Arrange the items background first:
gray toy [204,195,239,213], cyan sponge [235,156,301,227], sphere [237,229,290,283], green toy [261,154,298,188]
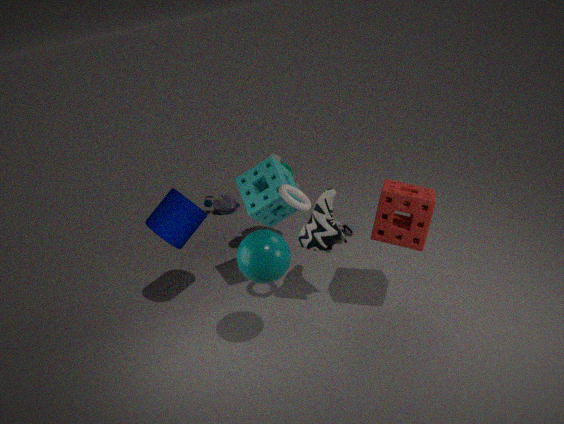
1. gray toy [204,195,239,213]
2. green toy [261,154,298,188]
3. cyan sponge [235,156,301,227]
4. sphere [237,229,290,283]
